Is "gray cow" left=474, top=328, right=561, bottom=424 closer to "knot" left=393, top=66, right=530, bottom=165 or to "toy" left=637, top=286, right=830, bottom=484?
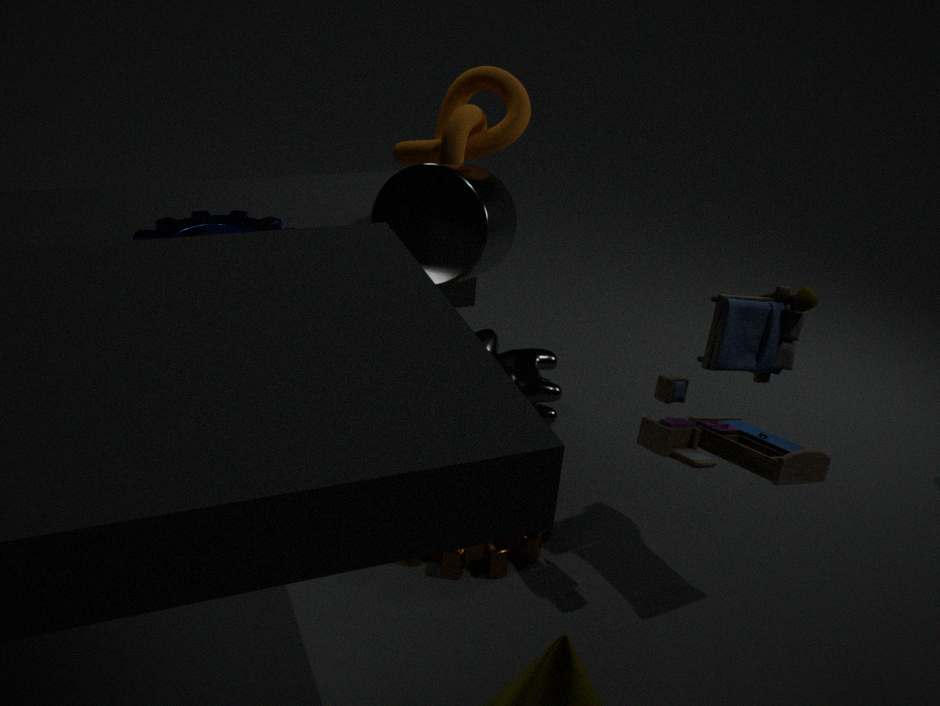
"knot" left=393, top=66, right=530, bottom=165
